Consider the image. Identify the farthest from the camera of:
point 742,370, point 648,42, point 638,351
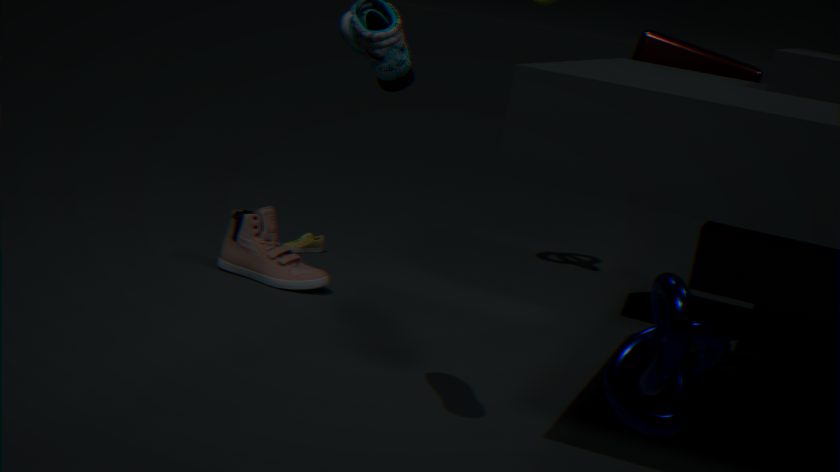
point 648,42
